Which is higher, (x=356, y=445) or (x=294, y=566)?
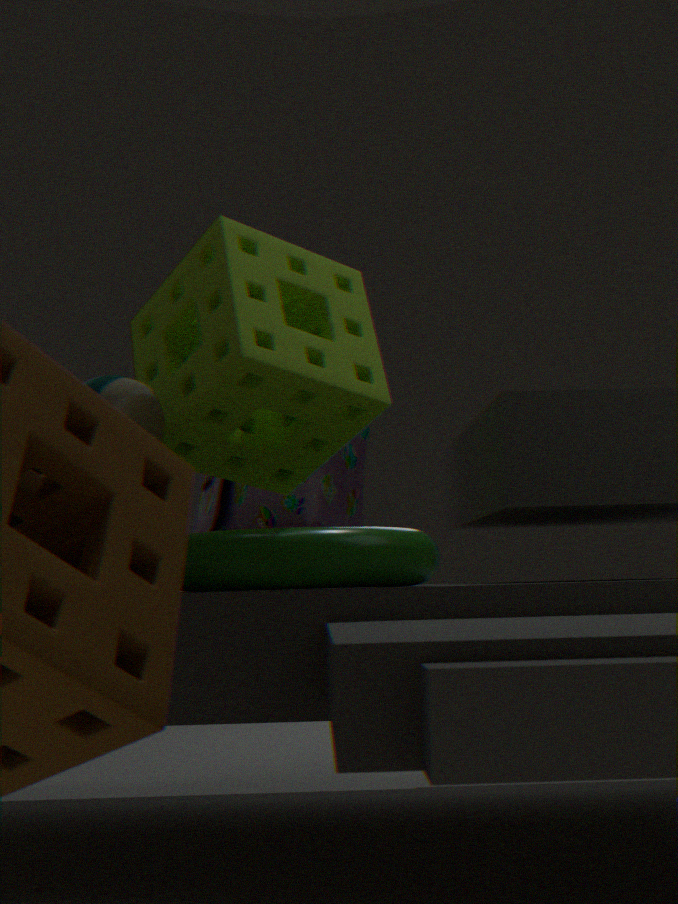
(x=356, y=445)
